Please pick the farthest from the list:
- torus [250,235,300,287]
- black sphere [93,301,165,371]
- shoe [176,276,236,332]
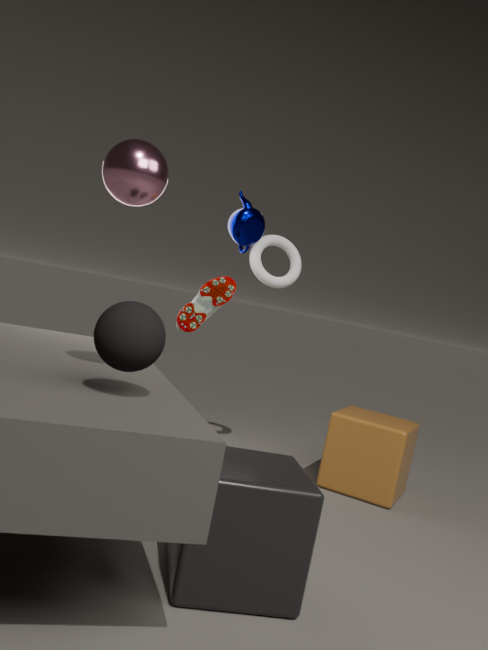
torus [250,235,300,287]
